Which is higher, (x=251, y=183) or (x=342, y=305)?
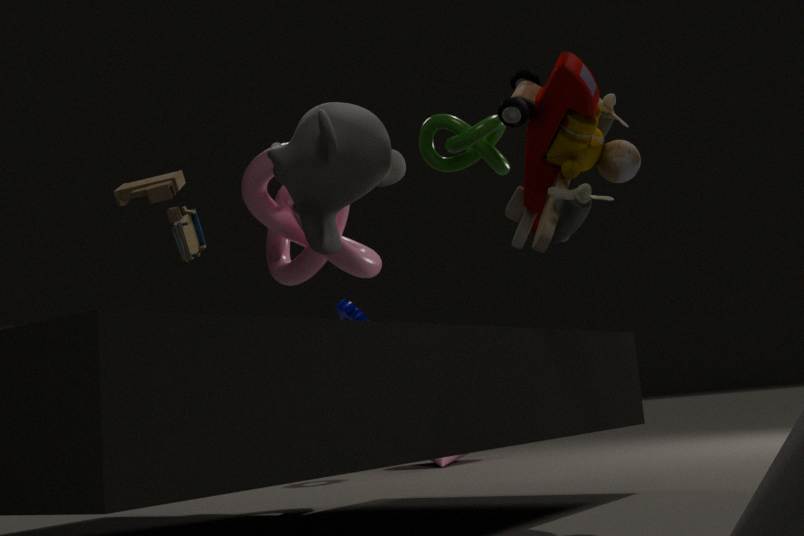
(x=251, y=183)
